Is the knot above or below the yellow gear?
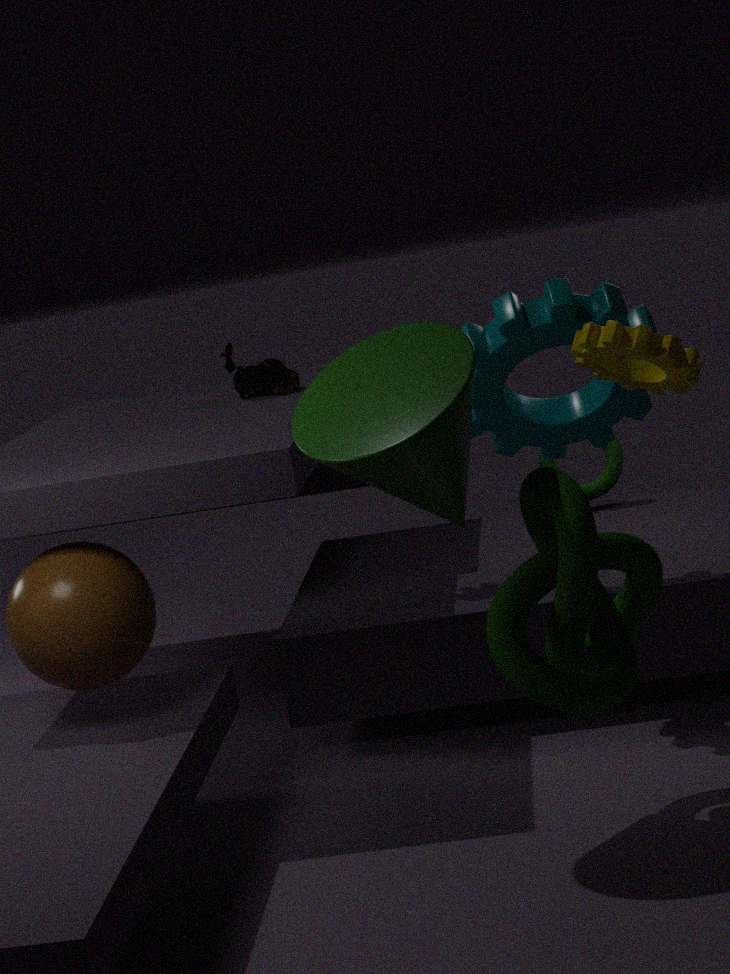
below
